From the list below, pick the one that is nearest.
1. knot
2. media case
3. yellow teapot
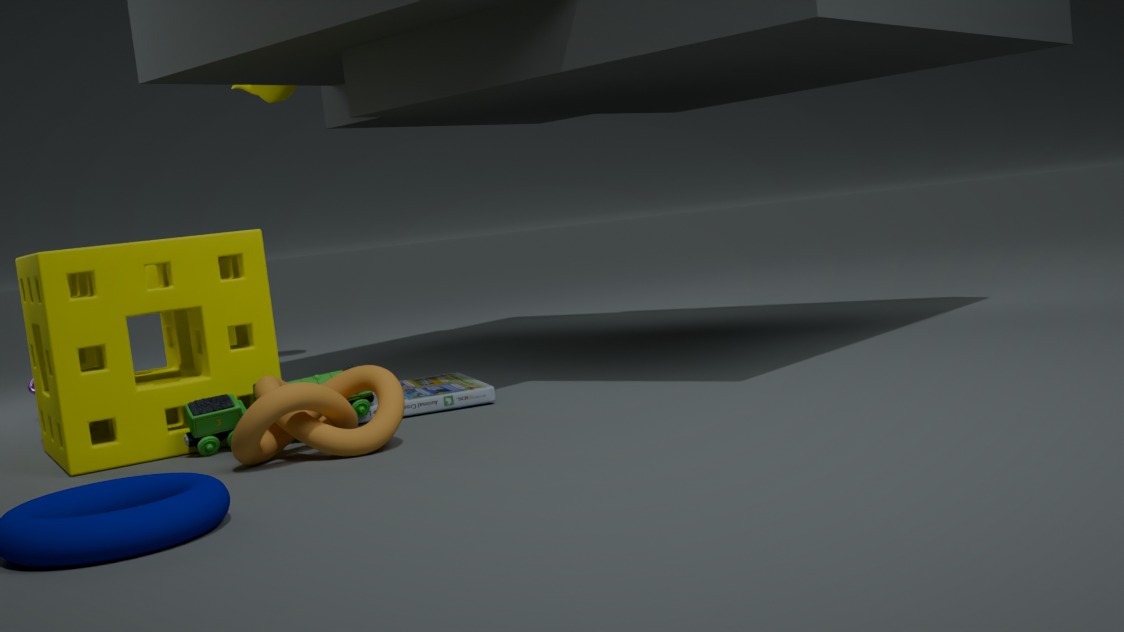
knot
